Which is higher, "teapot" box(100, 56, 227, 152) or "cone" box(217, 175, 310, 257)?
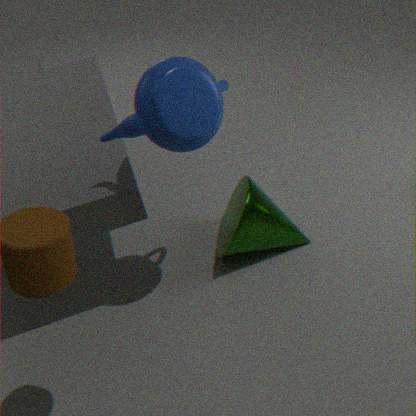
"teapot" box(100, 56, 227, 152)
